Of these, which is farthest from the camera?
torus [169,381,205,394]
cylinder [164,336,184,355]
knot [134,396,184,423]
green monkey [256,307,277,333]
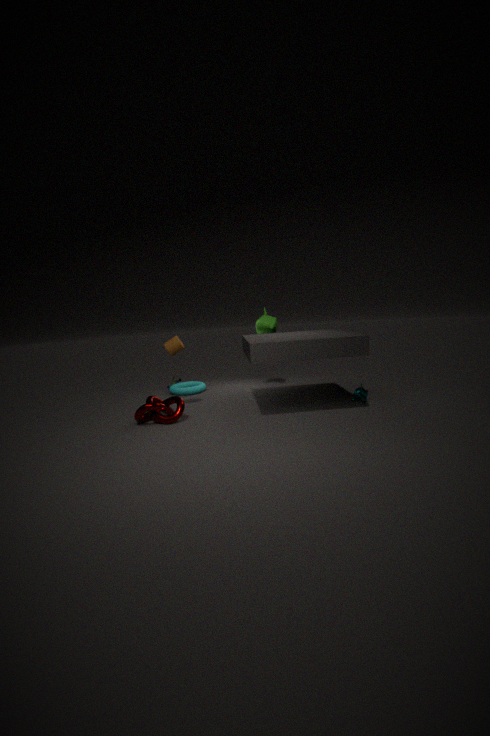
torus [169,381,205,394]
